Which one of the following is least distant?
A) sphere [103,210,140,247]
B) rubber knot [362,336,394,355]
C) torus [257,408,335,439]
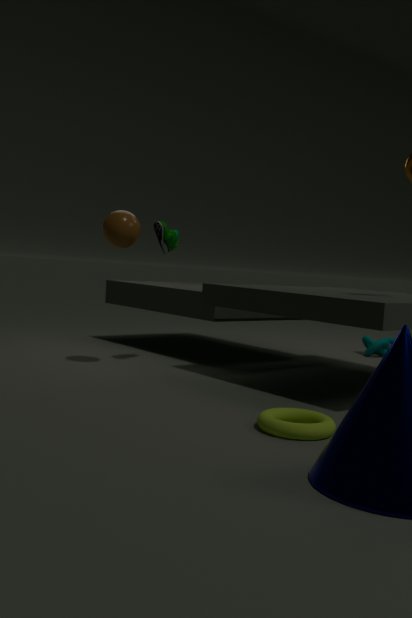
torus [257,408,335,439]
